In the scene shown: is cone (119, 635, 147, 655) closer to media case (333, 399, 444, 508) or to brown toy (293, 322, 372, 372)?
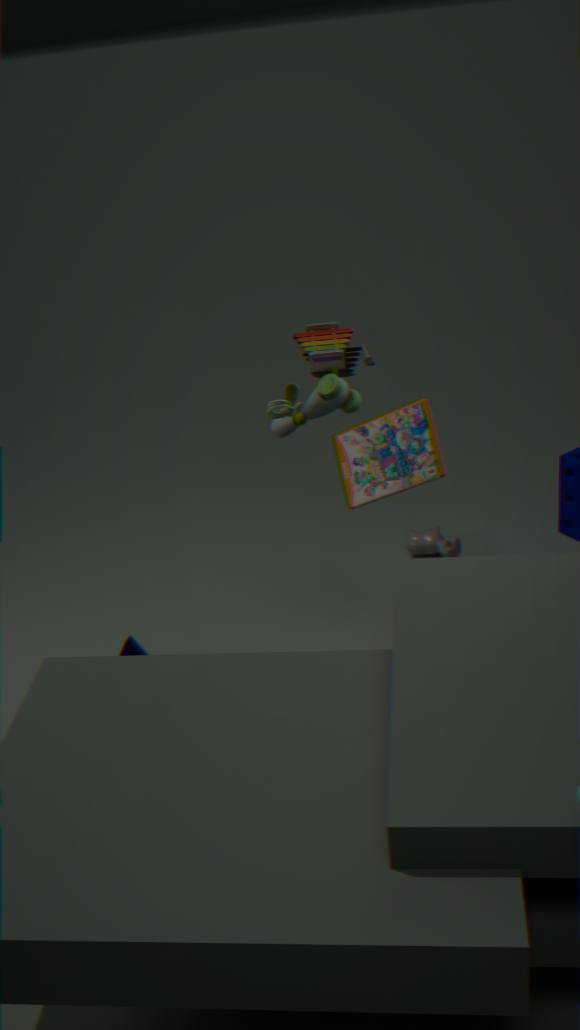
media case (333, 399, 444, 508)
